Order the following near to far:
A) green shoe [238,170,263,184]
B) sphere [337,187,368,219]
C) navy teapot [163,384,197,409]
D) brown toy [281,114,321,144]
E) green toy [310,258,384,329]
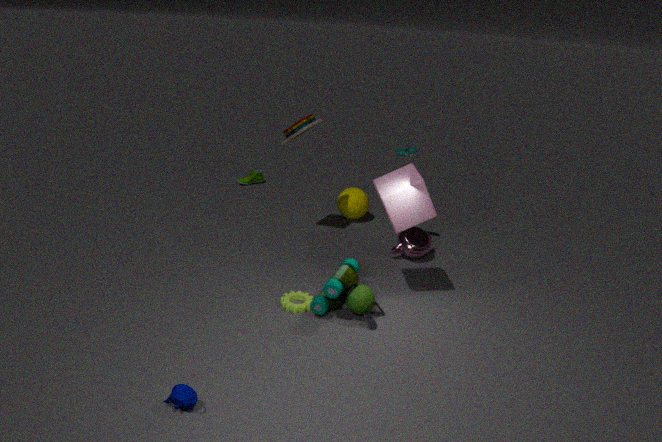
navy teapot [163,384,197,409] < green toy [310,258,384,329] < brown toy [281,114,321,144] < sphere [337,187,368,219] < green shoe [238,170,263,184]
